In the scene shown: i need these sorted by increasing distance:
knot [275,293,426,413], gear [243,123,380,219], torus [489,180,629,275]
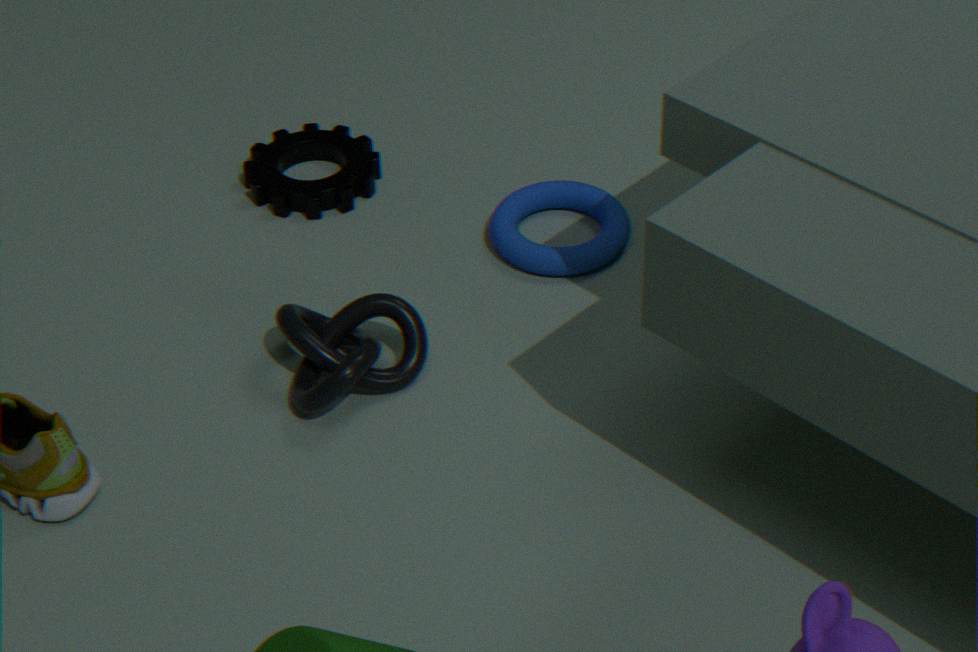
1. knot [275,293,426,413]
2. torus [489,180,629,275]
3. gear [243,123,380,219]
